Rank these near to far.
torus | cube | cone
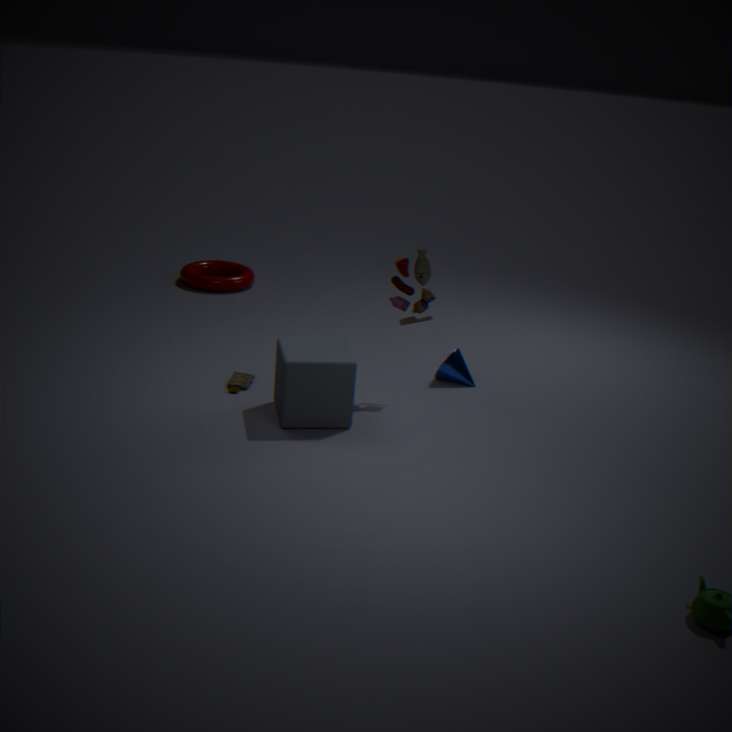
cube < cone < torus
